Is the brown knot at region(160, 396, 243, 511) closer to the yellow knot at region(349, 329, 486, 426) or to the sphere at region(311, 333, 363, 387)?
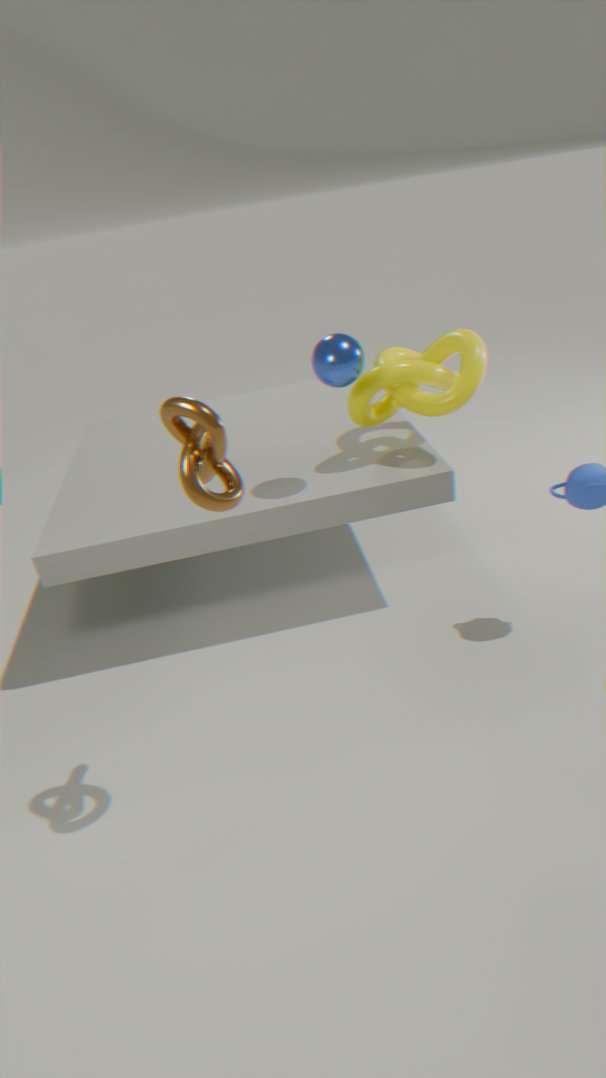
the sphere at region(311, 333, 363, 387)
